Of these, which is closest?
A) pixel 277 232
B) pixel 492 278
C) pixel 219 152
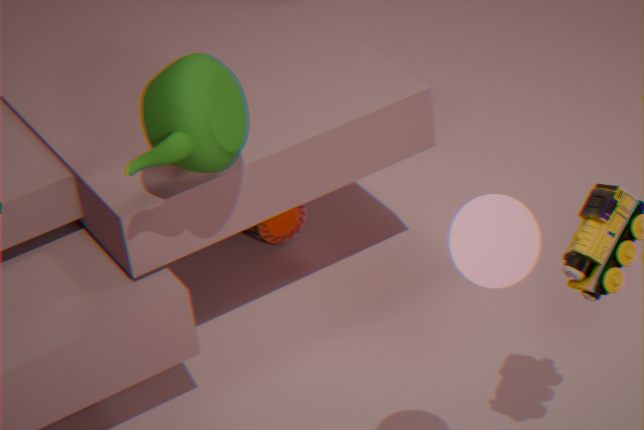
pixel 492 278
